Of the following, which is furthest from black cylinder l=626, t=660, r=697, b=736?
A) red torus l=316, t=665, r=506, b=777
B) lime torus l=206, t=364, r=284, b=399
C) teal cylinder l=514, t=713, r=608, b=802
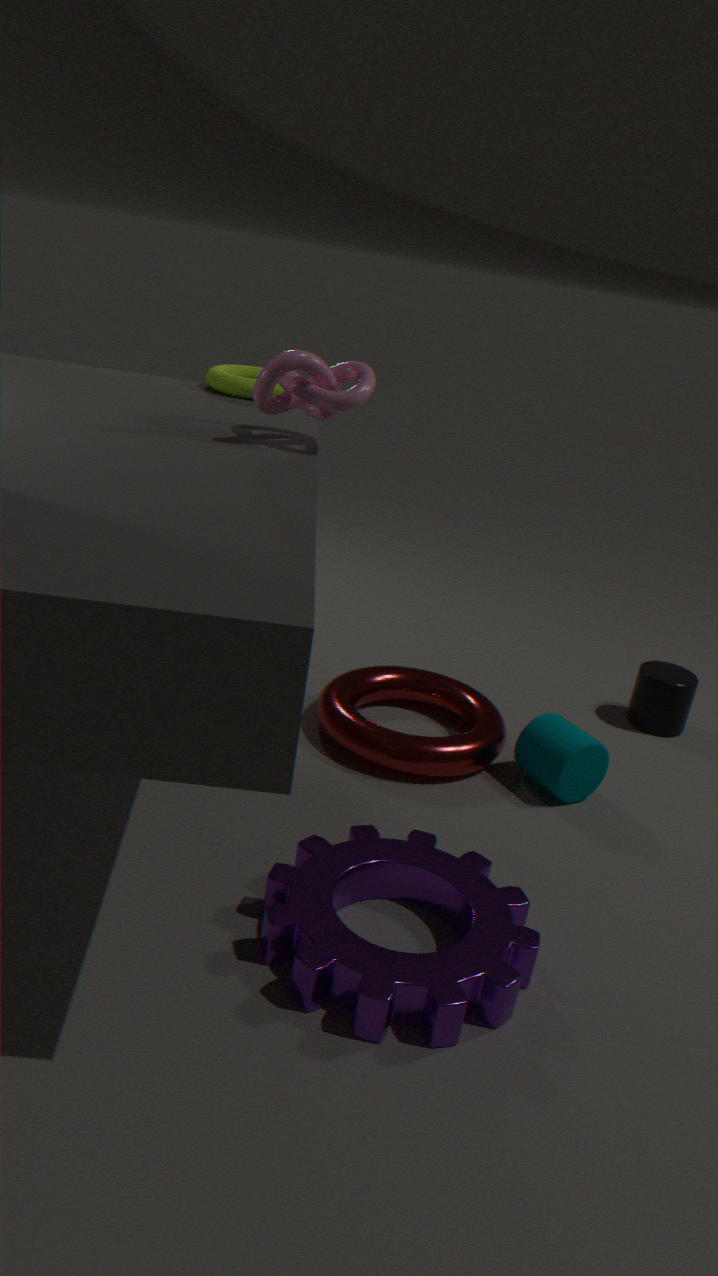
lime torus l=206, t=364, r=284, b=399
